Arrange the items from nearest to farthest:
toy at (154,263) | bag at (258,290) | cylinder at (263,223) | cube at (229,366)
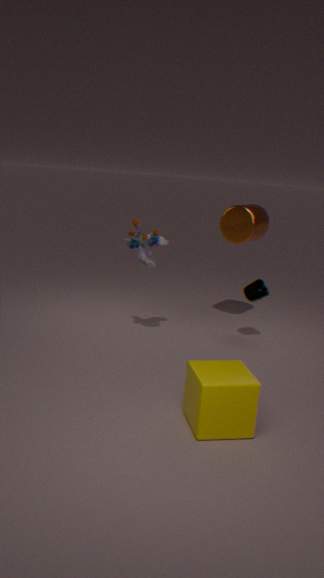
cube at (229,366), toy at (154,263), bag at (258,290), cylinder at (263,223)
